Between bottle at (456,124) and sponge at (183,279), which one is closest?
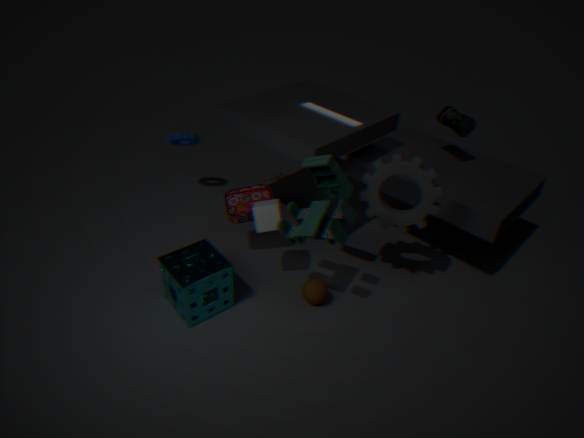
sponge at (183,279)
